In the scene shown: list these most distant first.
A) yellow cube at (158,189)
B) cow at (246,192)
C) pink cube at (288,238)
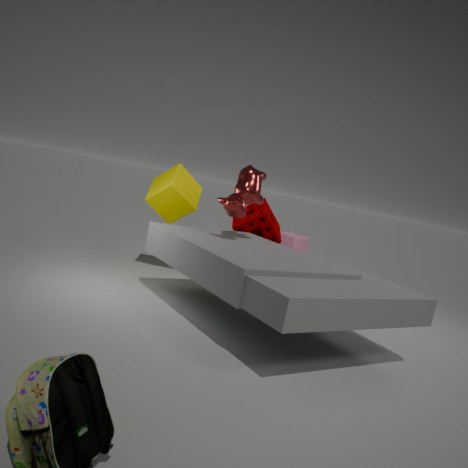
1. pink cube at (288,238)
2. yellow cube at (158,189)
3. cow at (246,192)
